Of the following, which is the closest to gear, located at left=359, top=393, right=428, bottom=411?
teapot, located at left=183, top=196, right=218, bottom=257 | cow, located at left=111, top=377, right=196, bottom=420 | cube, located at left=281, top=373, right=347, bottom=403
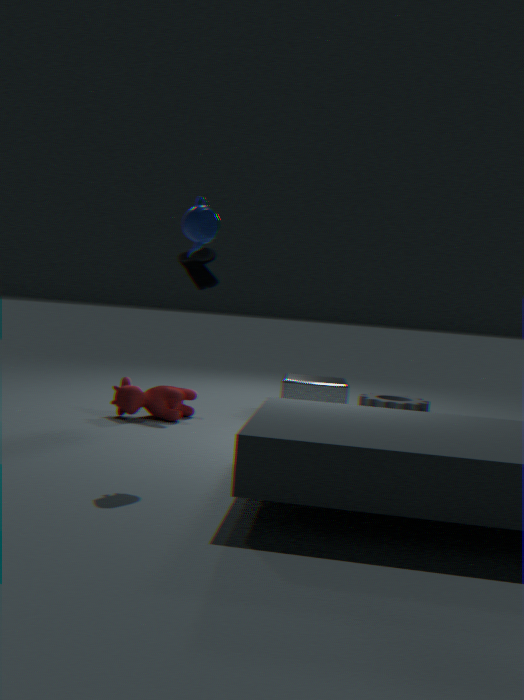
cube, located at left=281, top=373, right=347, bottom=403
